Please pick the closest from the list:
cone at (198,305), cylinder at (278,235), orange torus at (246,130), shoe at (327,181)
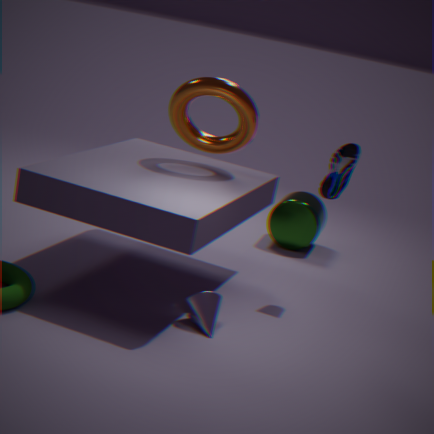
cone at (198,305)
